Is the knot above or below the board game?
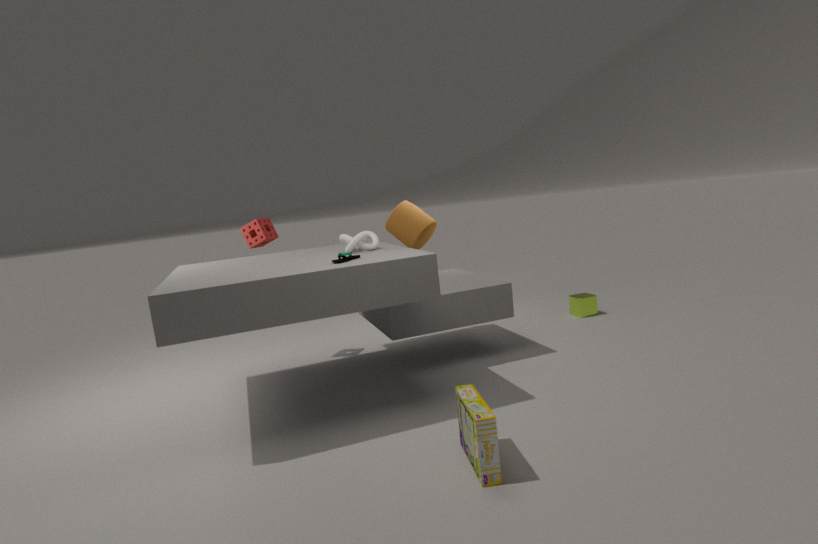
above
